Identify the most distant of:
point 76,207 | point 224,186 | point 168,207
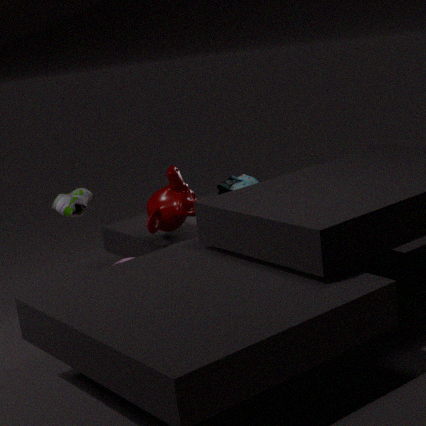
point 224,186
